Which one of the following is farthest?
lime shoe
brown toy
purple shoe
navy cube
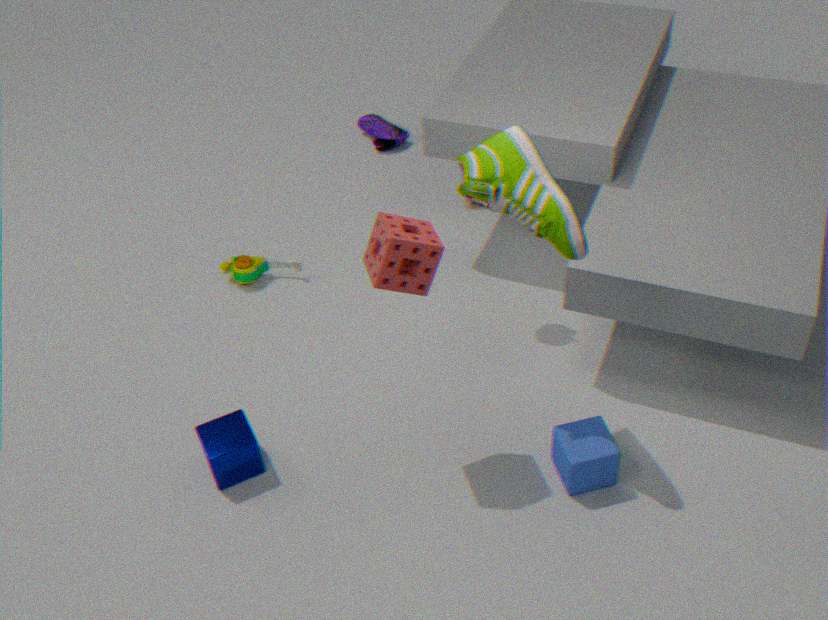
purple shoe
